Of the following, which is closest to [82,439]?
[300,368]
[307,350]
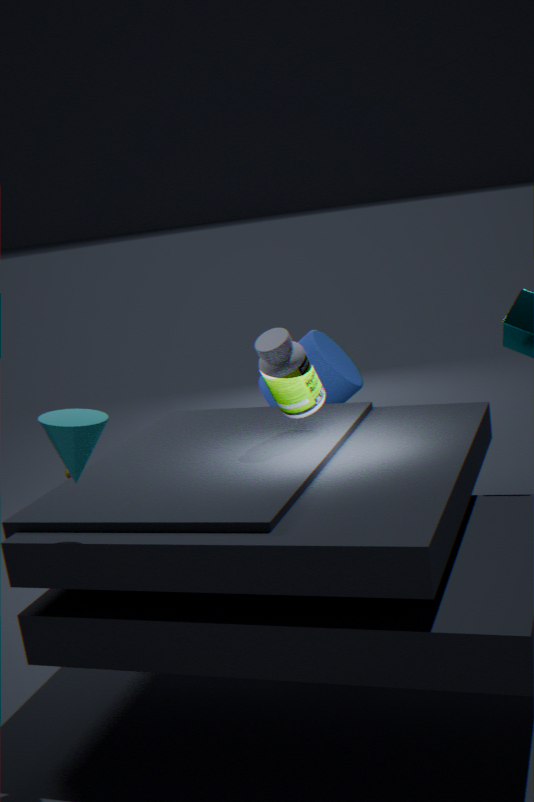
[300,368]
